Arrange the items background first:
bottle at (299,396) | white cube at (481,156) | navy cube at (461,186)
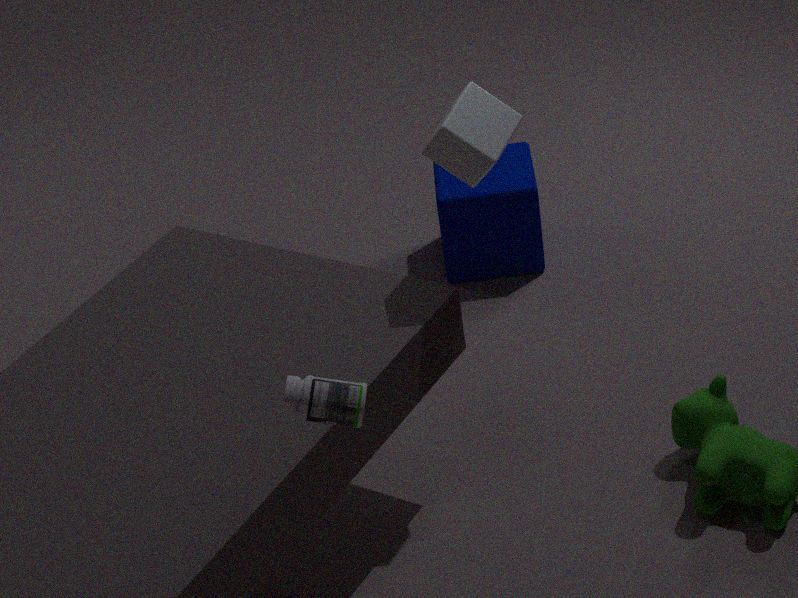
navy cube at (461,186) → white cube at (481,156) → bottle at (299,396)
